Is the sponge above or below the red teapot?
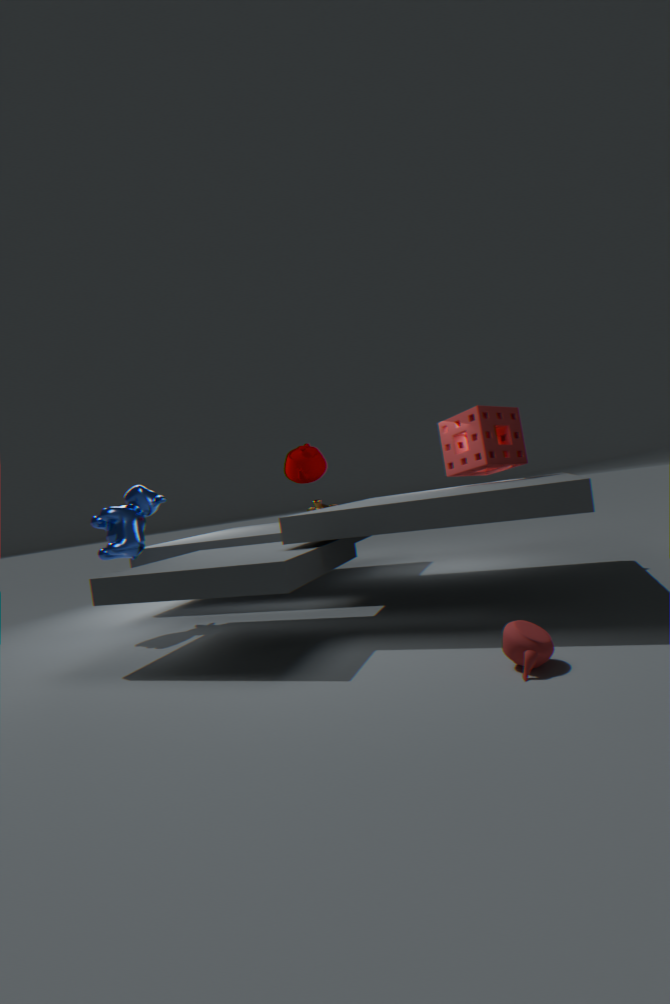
above
